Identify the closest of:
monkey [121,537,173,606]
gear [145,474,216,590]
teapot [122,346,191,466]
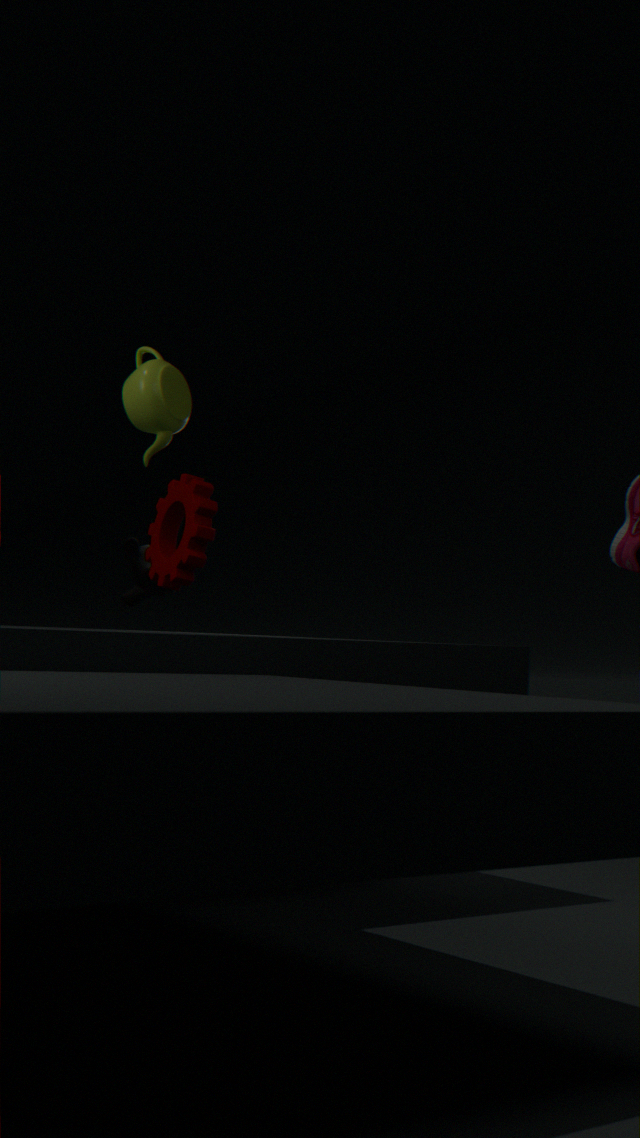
teapot [122,346,191,466]
